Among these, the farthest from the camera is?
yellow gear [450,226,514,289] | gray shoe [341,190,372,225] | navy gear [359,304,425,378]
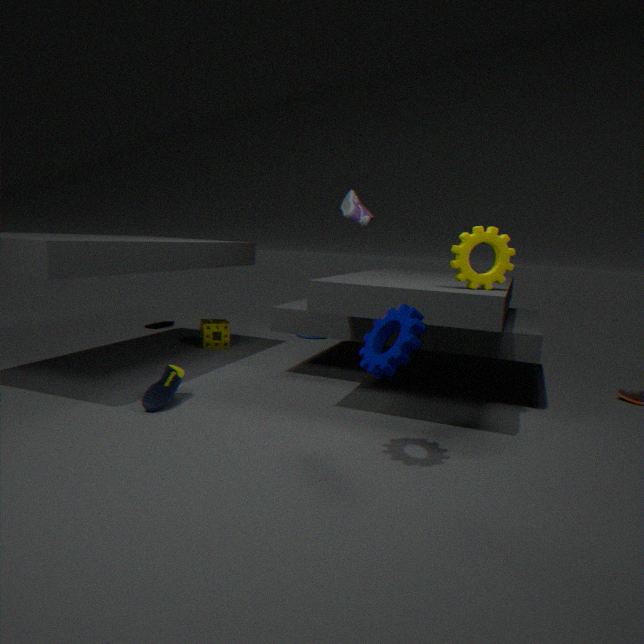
gray shoe [341,190,372,225]
